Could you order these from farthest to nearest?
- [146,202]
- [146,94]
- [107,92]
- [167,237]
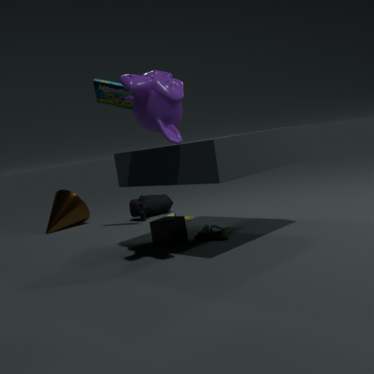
[146,202] < [107,92] < [167,237] < [146,94]
